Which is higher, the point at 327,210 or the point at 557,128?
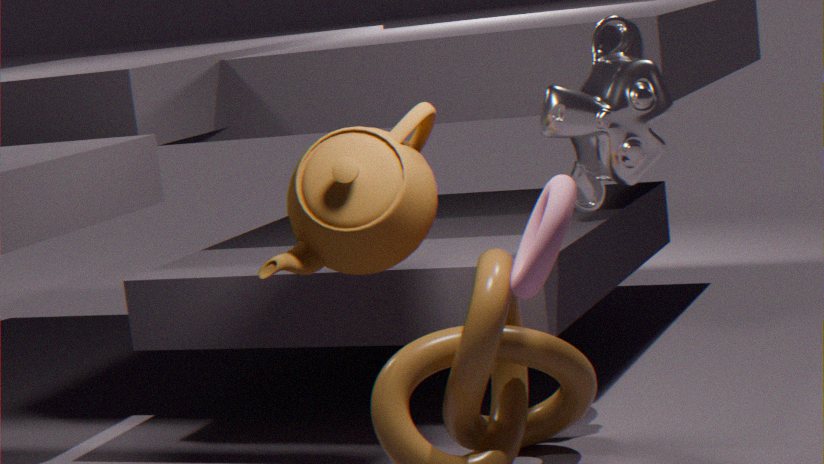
the point at 557,128
